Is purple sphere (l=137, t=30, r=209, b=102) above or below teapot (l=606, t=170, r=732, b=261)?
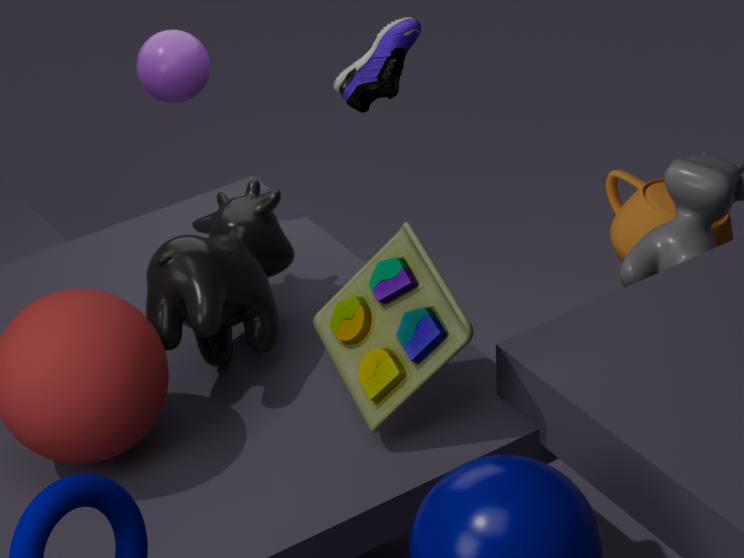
above
